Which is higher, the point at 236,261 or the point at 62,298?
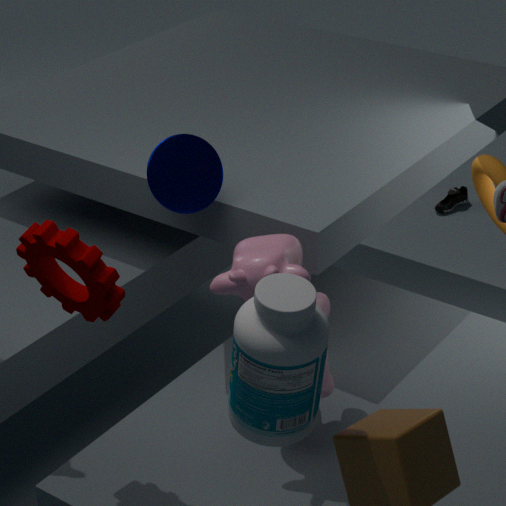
the point at 62,298
